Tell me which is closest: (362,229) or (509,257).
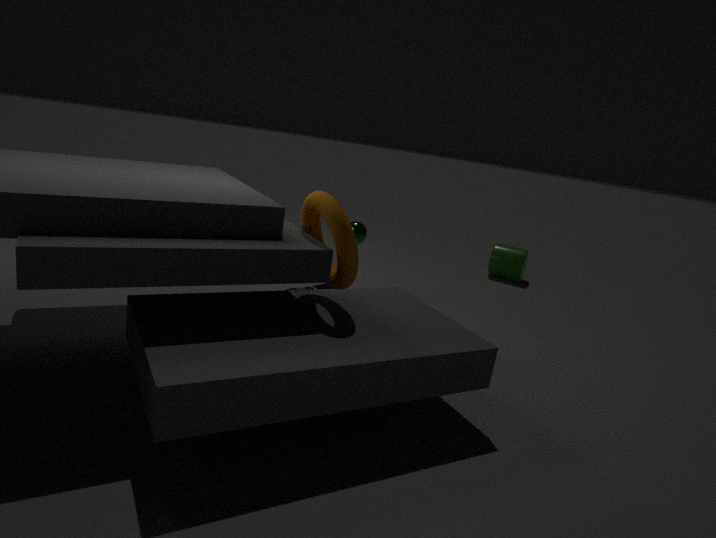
(362,229)
